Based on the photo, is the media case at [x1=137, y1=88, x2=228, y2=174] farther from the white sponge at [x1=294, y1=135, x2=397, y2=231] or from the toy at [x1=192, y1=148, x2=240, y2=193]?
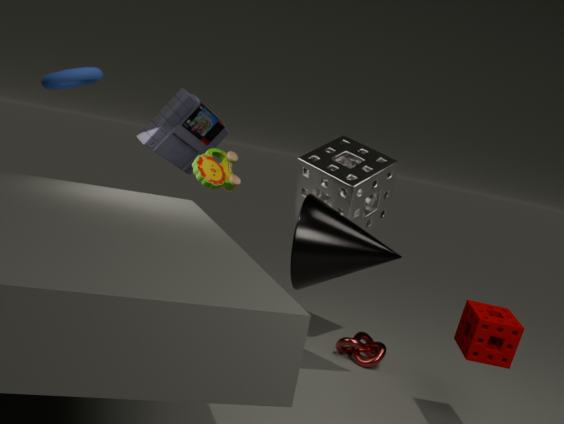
the white sponge at [x1=294, y1=135, x2=397, y2=231]
